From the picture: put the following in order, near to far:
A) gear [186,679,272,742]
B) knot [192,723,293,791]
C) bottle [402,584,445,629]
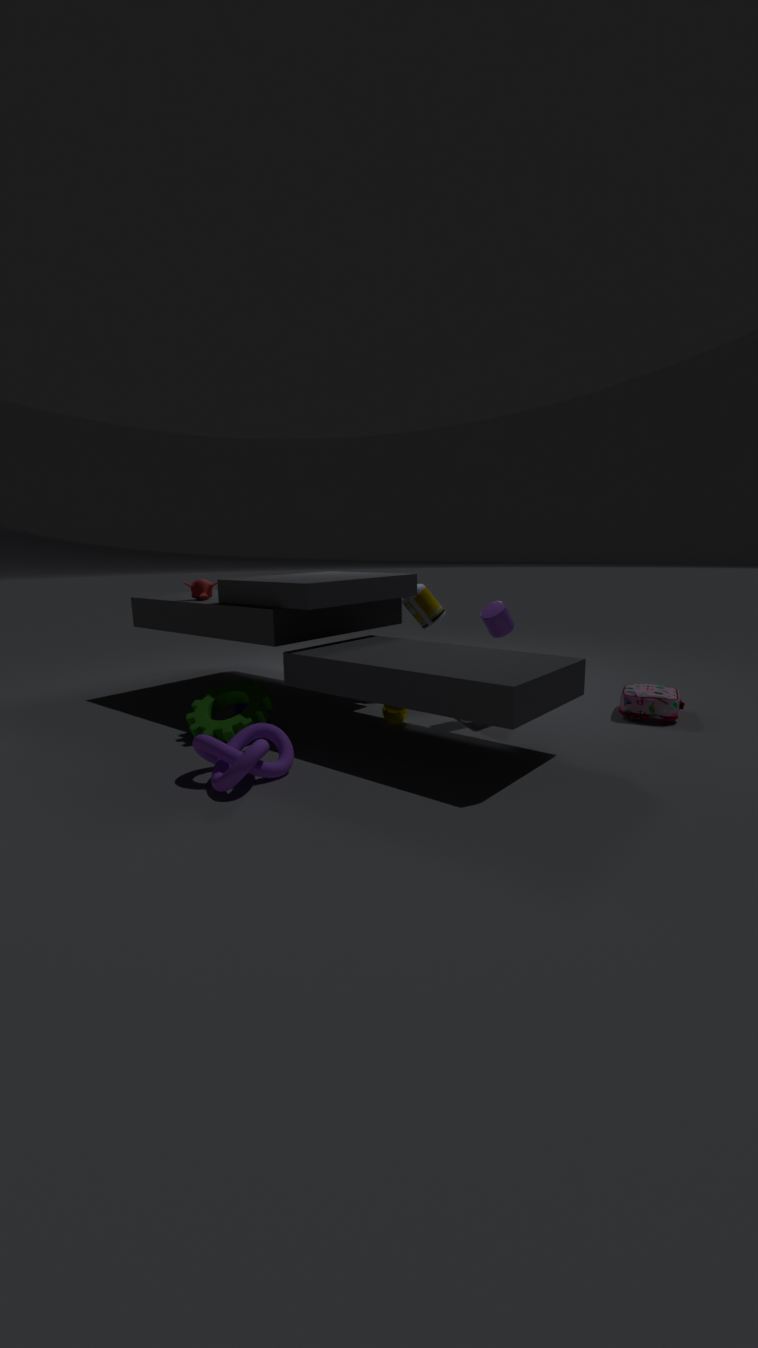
1. knot [192,723,293,791]
2. gear [186,679,272,742]
3. bottle [402,584,445,629]
